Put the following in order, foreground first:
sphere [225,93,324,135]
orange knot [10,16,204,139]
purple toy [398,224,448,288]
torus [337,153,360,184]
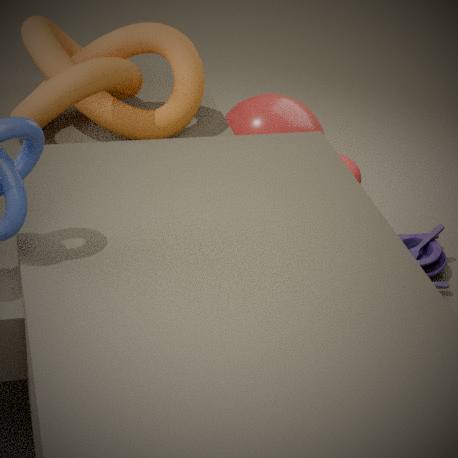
orange knot [10,16,204,139]
purple toy [398,224,448,288]
sphere [225,93,324,135]
torus [337,153,360,184]
